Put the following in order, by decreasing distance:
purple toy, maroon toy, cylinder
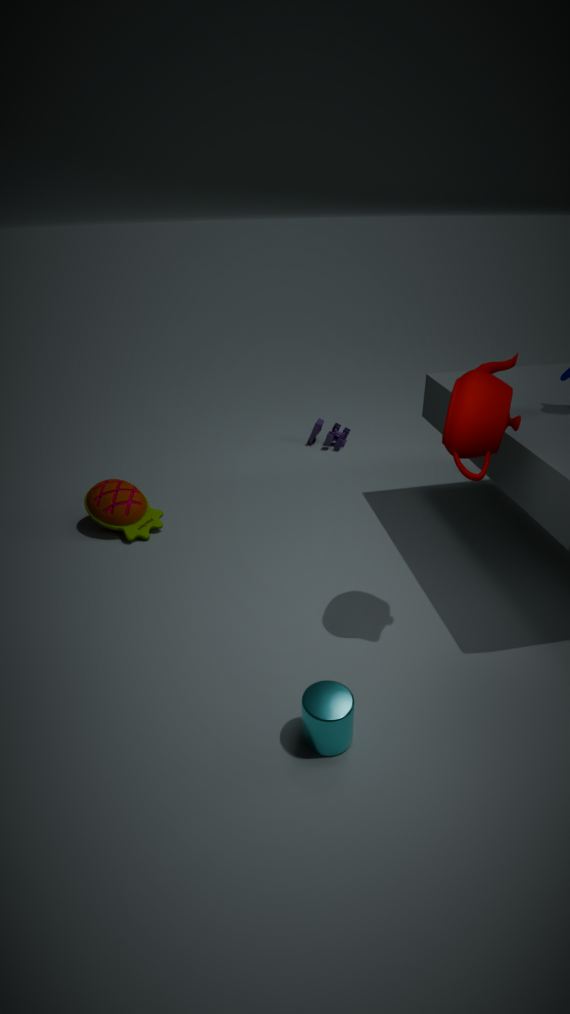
purple toy → maroon toy → cylinder
